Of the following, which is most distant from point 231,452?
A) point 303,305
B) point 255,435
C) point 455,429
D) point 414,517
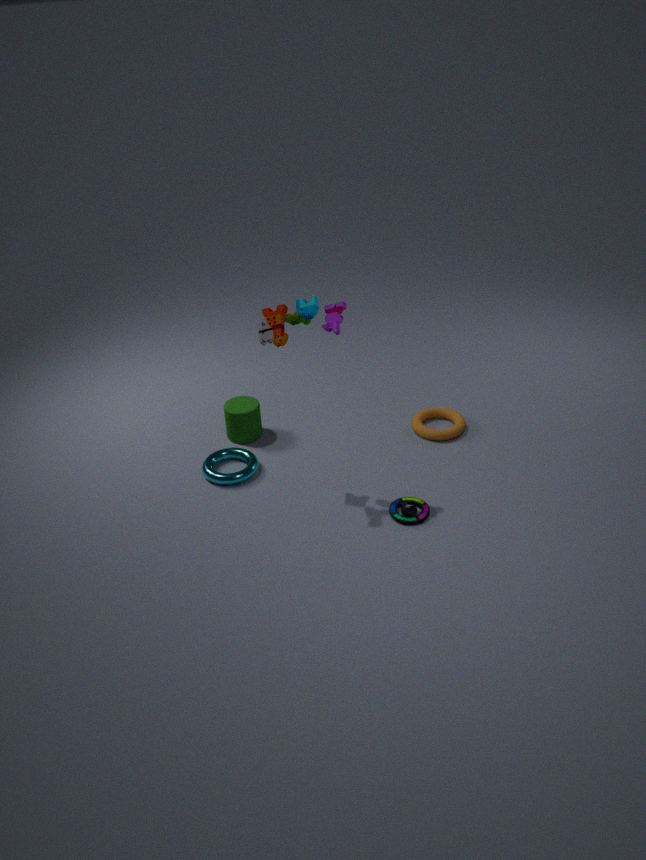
point 455,429
